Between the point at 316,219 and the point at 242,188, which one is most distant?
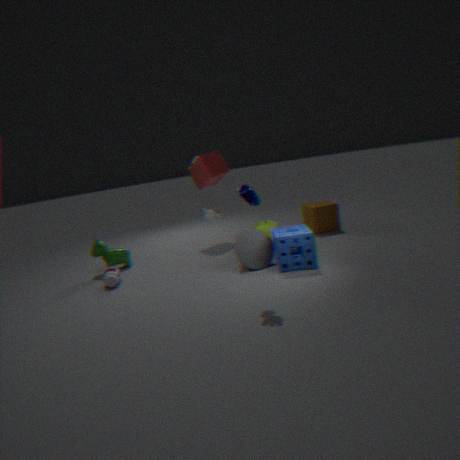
the point at 316,219
